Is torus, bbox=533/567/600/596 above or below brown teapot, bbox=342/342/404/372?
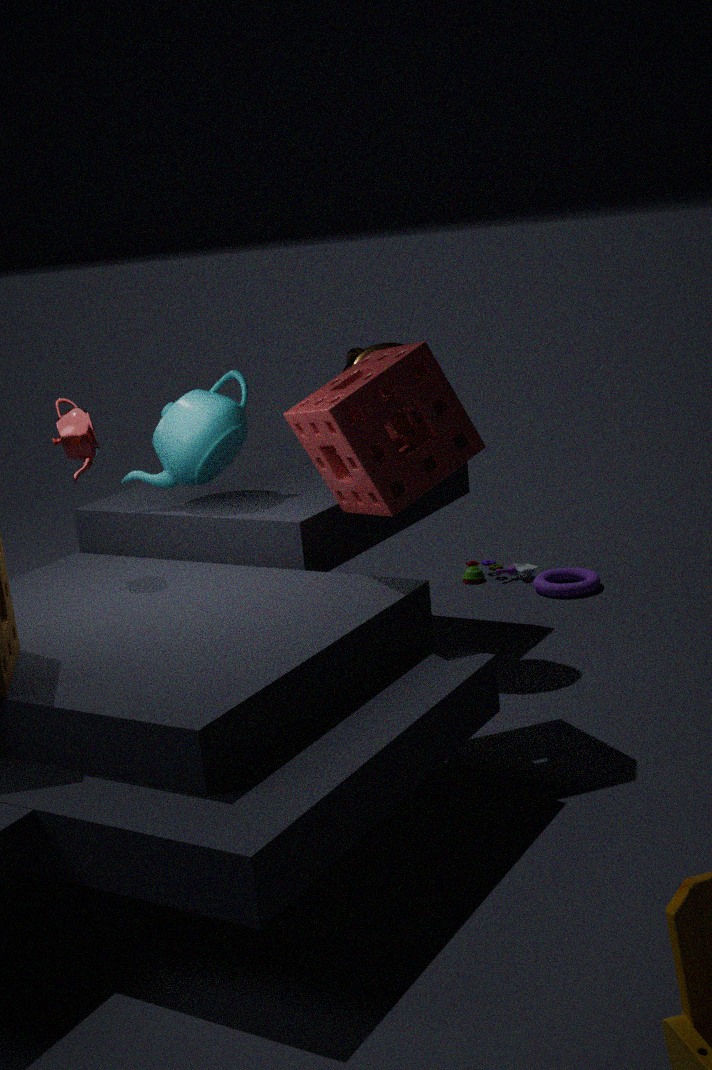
below
